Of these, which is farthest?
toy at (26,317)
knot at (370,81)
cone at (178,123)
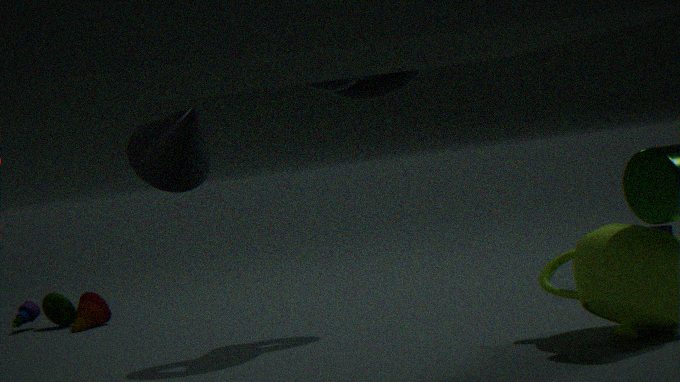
toy at (26,317)
